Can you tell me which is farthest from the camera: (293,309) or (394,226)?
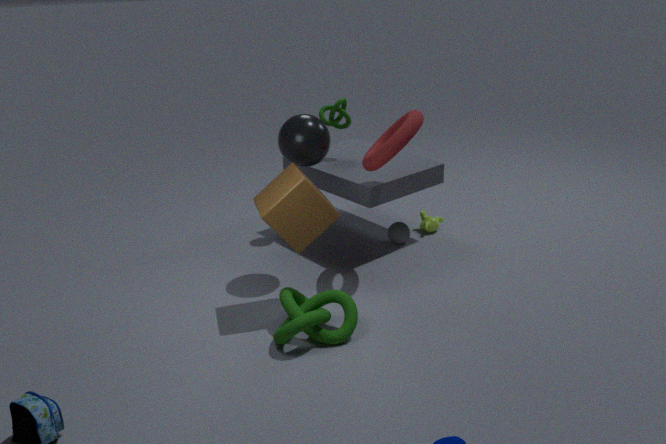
(394,226)
